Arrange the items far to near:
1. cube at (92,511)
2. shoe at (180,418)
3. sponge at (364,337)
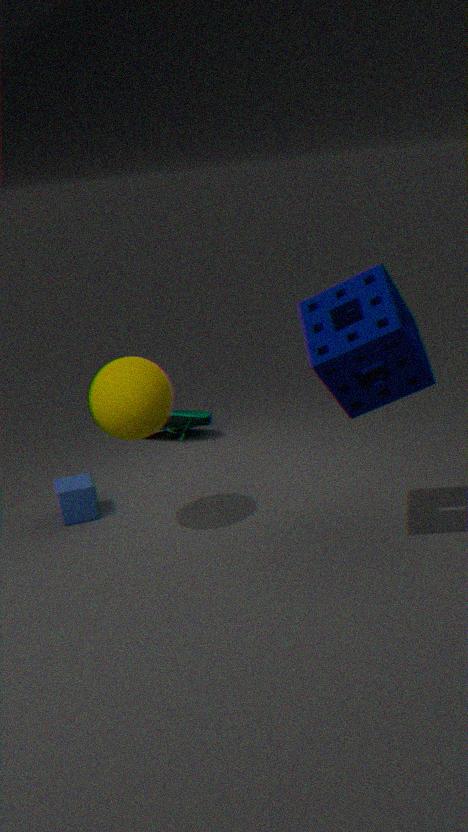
shoe at (180,418), cube at (92,511), sponge at (364,337)
